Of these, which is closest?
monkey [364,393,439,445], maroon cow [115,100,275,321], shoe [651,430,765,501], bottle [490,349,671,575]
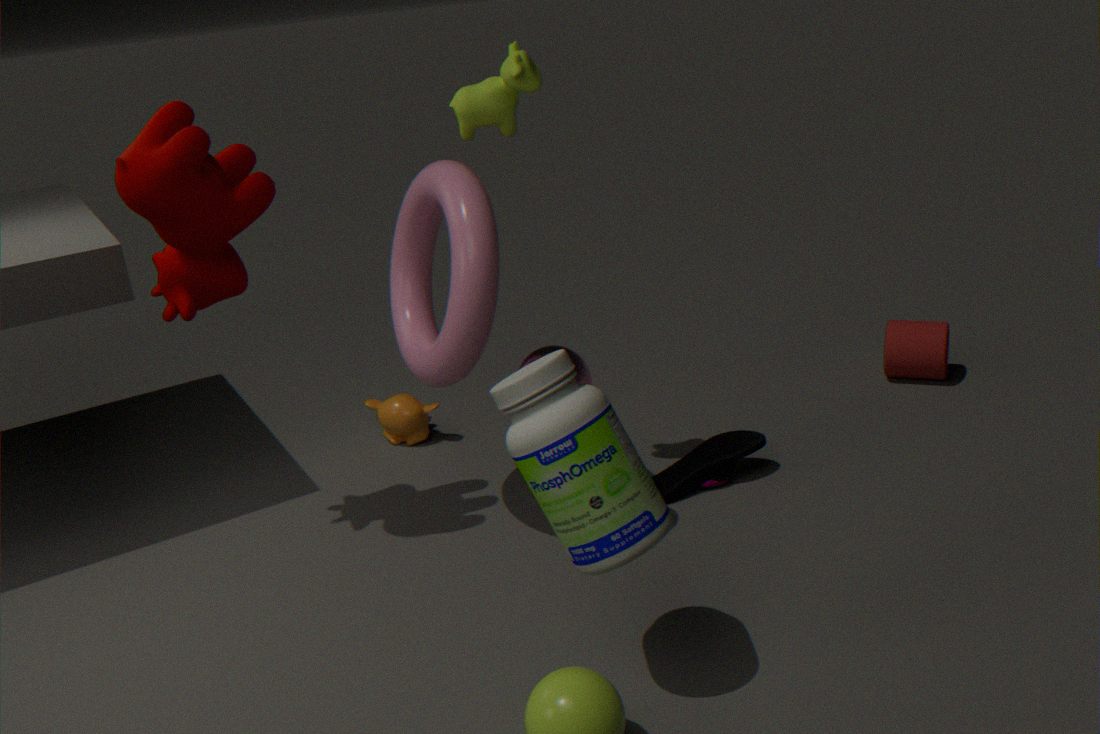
bottle [490,349,671,575]
